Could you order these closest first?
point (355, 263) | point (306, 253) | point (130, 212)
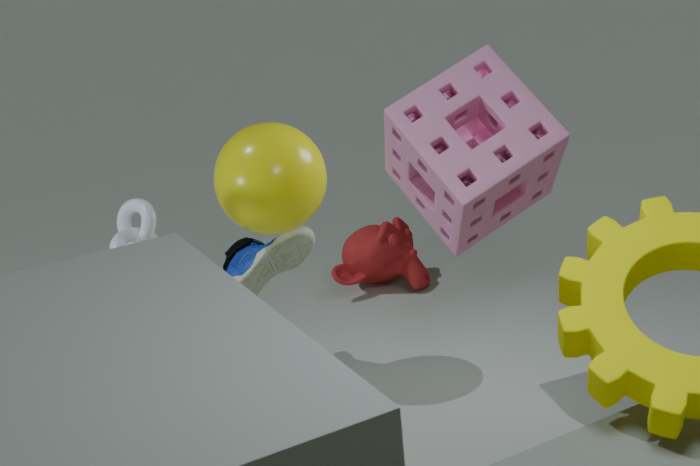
point (130, 212) < point (306, 253) < point (355, 263)
